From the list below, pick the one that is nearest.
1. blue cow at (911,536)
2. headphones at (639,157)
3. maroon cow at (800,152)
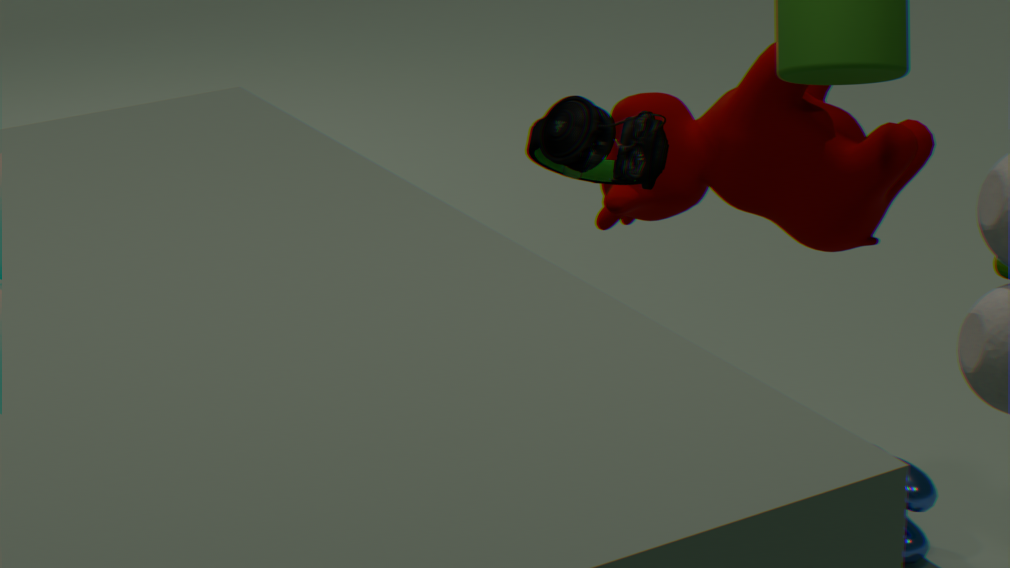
headphones at (639,157)
